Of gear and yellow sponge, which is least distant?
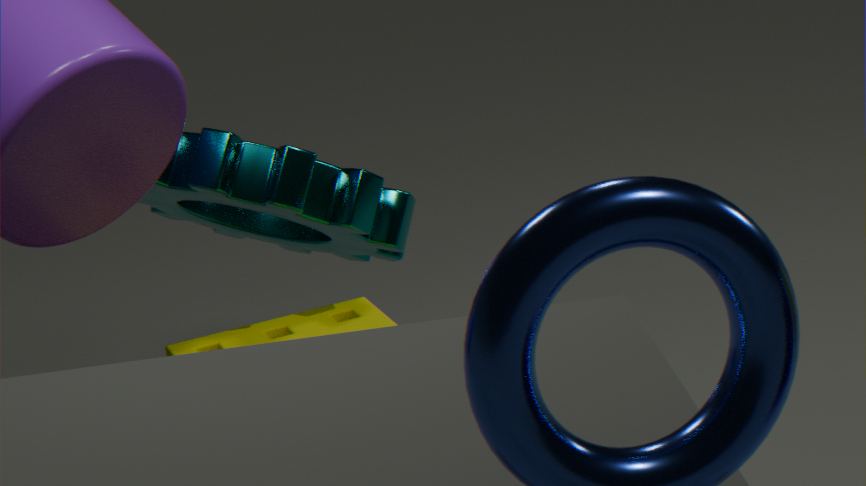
gear
